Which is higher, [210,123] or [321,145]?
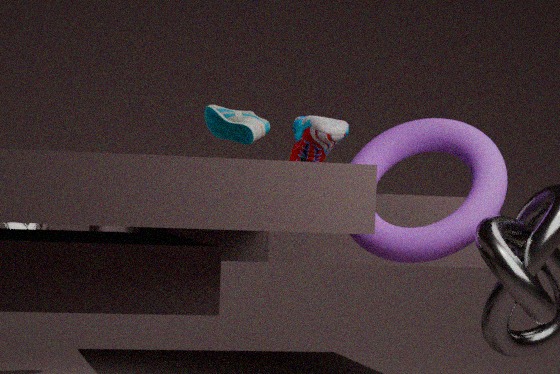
[210,123]
